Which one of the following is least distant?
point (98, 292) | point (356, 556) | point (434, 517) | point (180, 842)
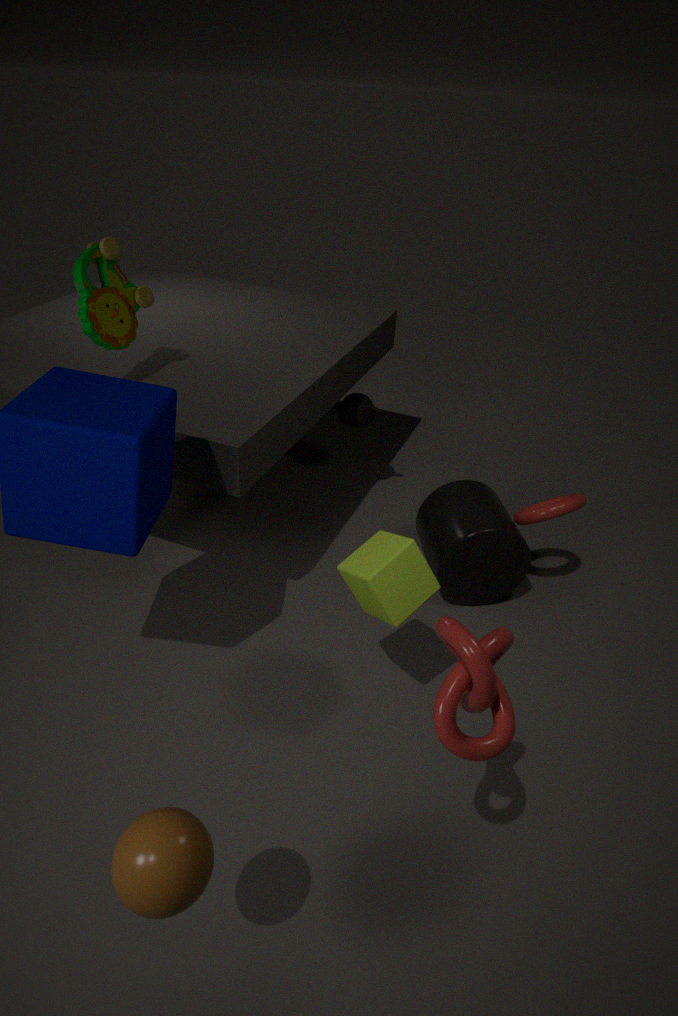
point (180, 842)
